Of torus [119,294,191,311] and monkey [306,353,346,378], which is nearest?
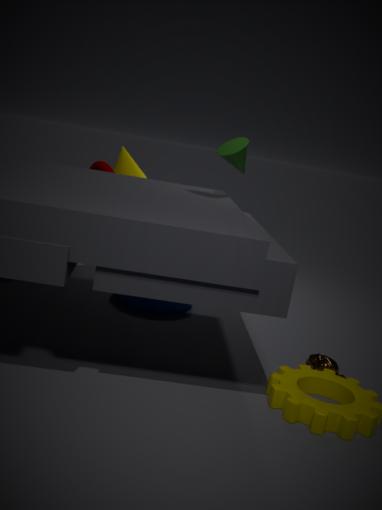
monkey [306,353,346,378]
